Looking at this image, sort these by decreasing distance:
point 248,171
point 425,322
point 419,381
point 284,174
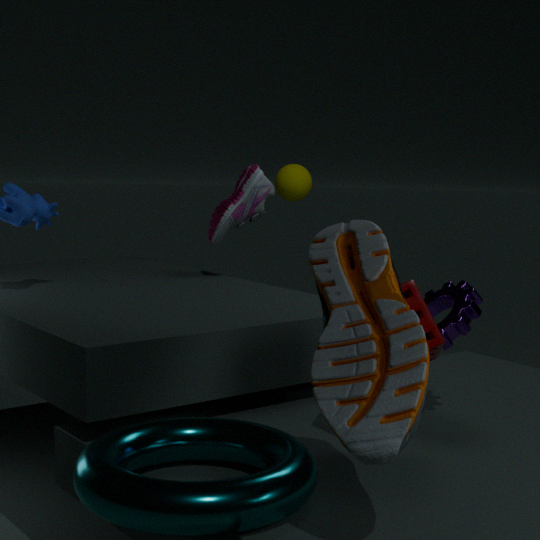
point 284,174
point 248,171
point 425,322
point 419,381
